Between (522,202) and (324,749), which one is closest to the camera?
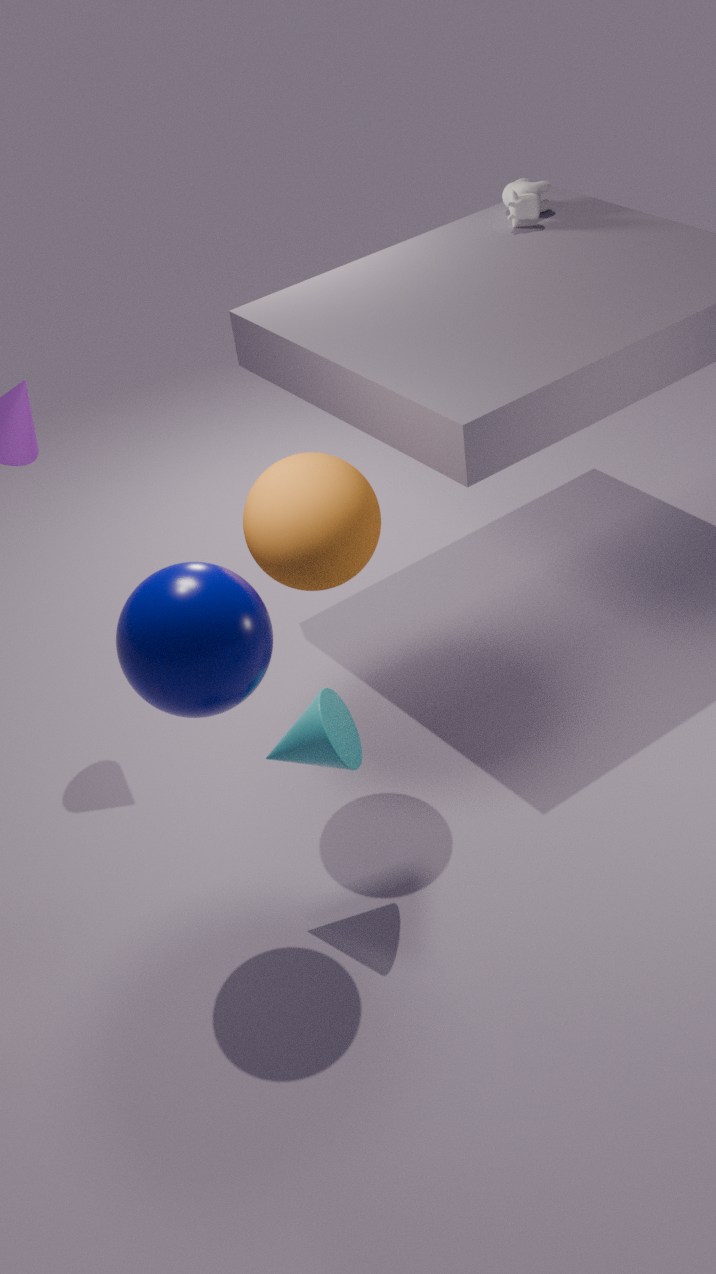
(324,749)
